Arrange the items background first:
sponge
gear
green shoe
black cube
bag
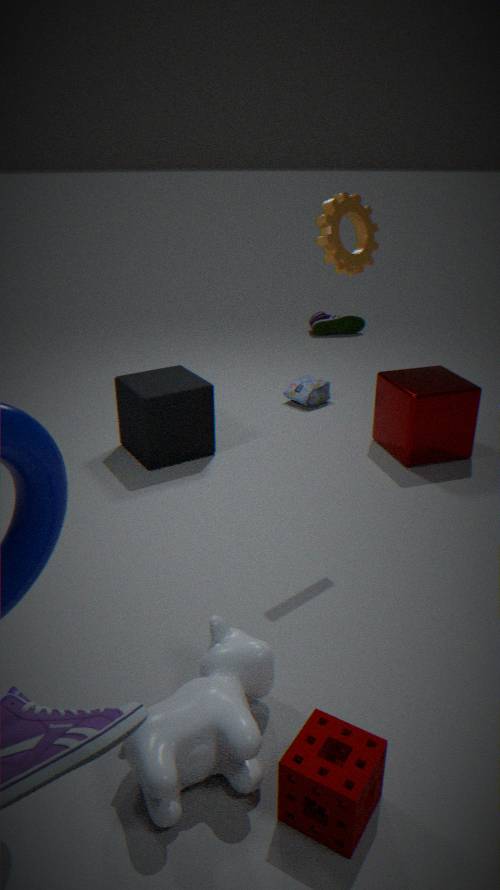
green shoe
bag
black cube
gear
sponge
